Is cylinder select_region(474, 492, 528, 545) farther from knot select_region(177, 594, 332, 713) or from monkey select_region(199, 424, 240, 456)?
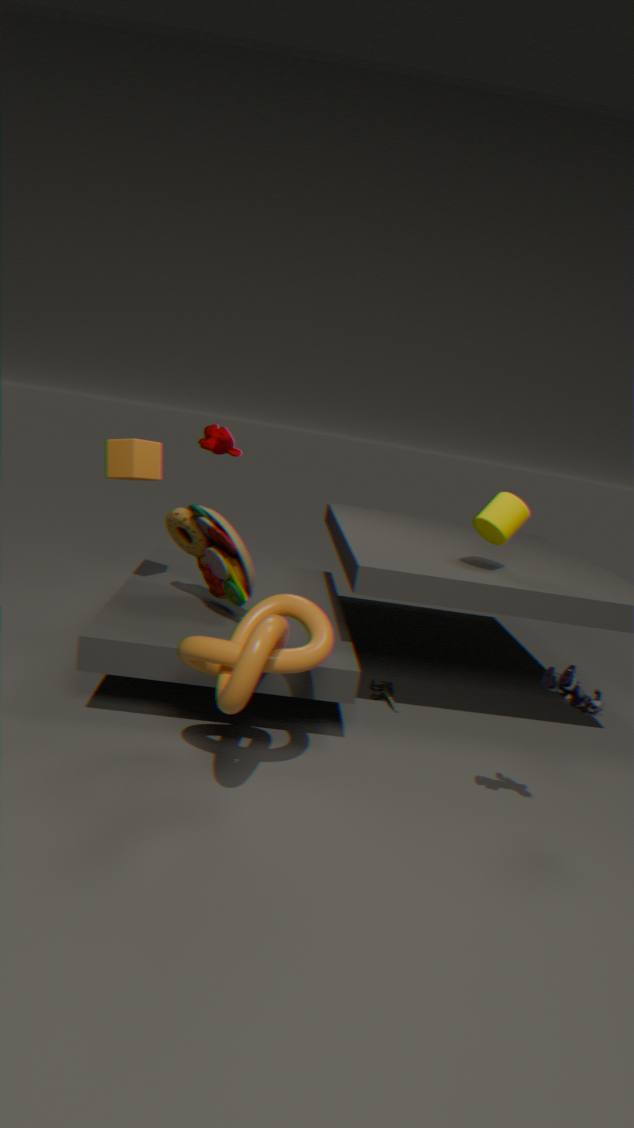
monkey select_region(199, 424, 240, 456)
